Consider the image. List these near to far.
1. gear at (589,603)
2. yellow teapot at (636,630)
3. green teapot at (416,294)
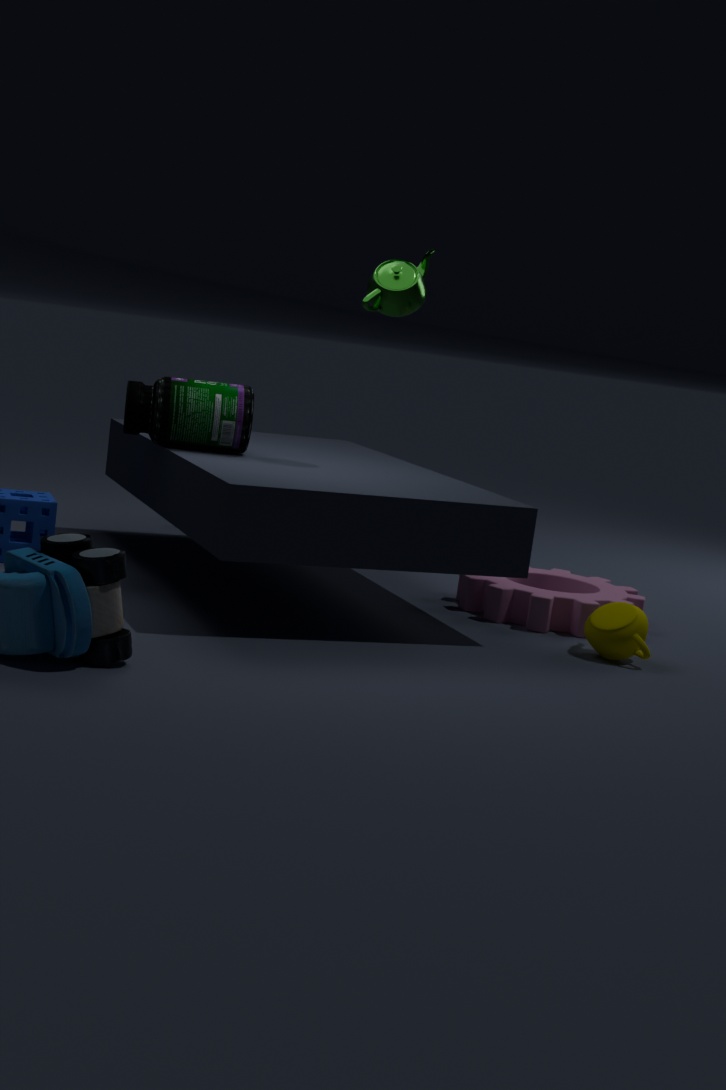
yellow teapot at (636,630) < green teapot at (416,294) < gear at (589,603)
